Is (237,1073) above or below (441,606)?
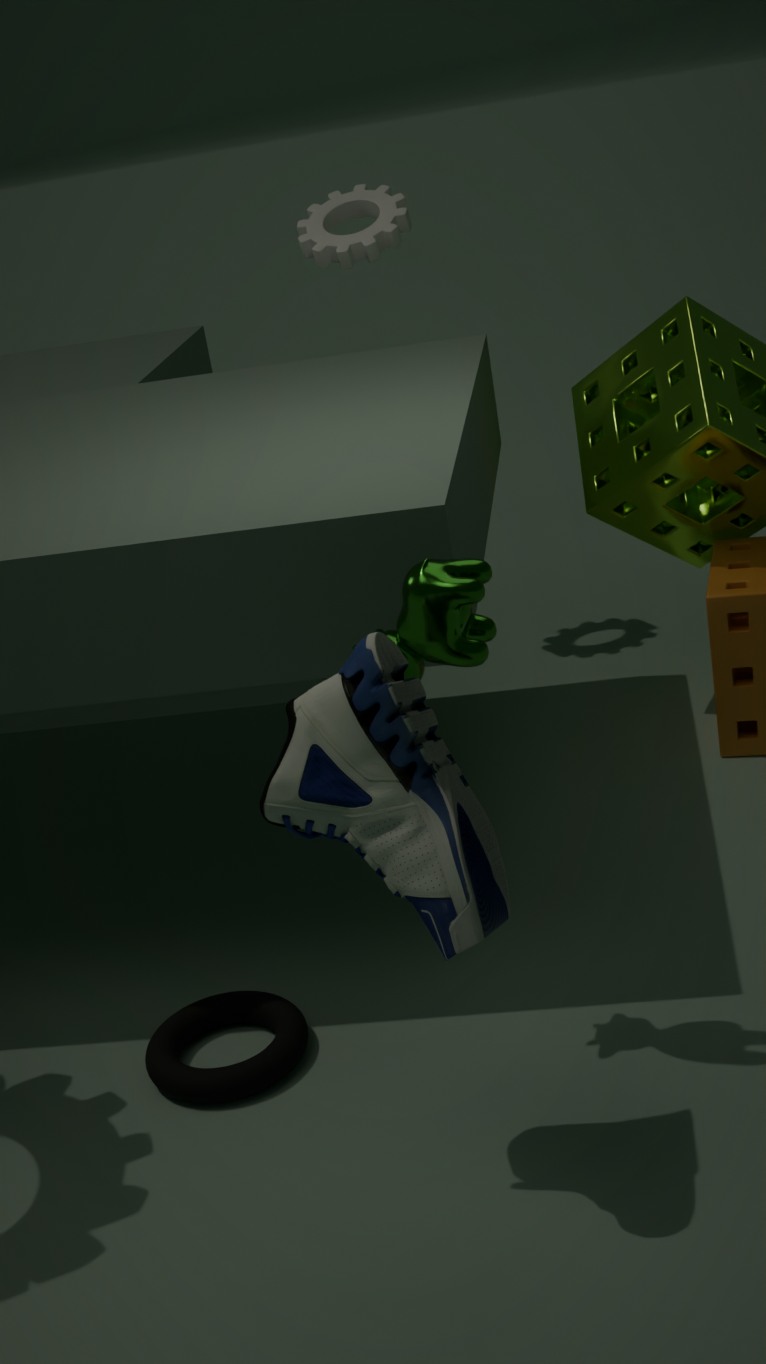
below
